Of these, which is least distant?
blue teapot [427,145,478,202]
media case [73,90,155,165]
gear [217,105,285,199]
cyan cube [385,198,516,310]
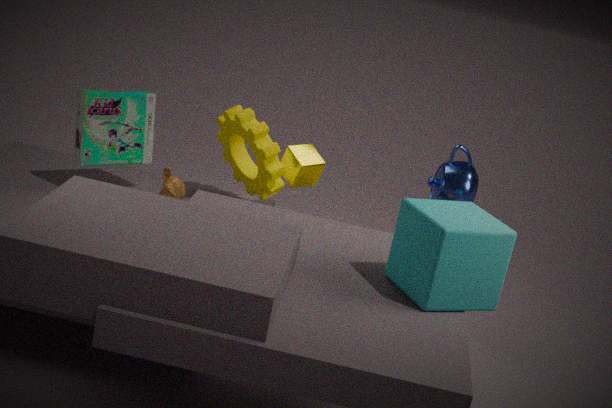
Answer: cyan cube [385,198,516,310]
